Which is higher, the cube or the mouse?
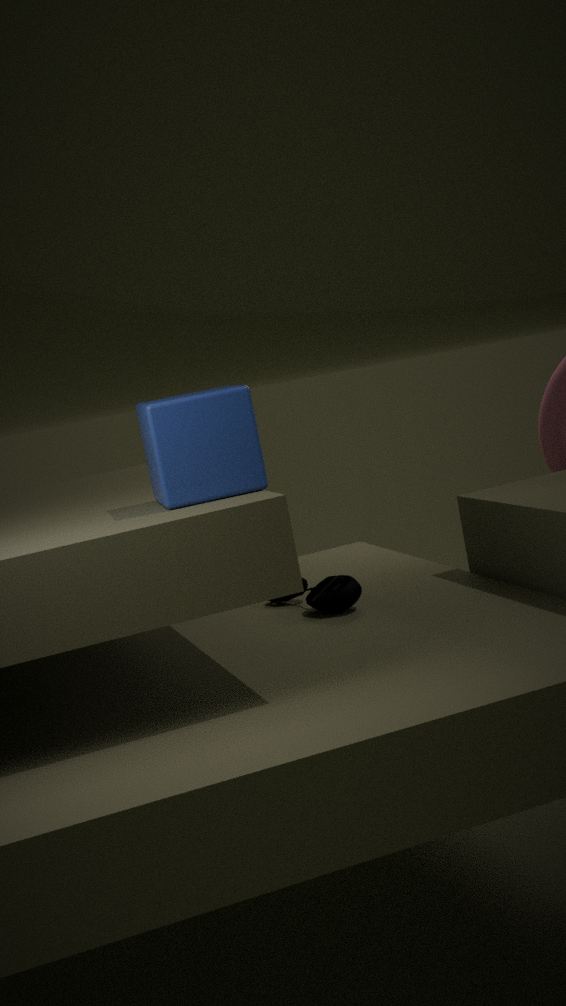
the cube
